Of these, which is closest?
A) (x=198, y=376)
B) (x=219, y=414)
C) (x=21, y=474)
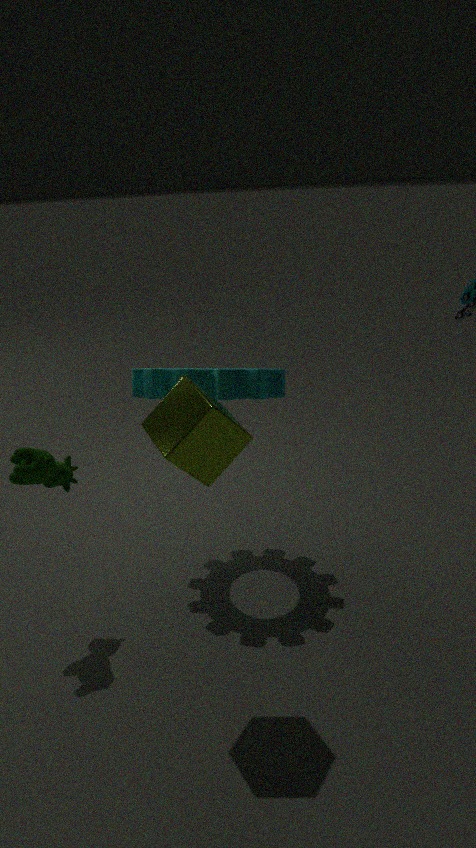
(x=219, y=414)
